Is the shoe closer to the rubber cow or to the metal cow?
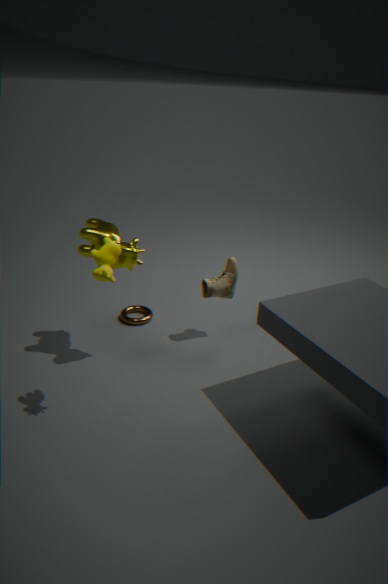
the metal cow
